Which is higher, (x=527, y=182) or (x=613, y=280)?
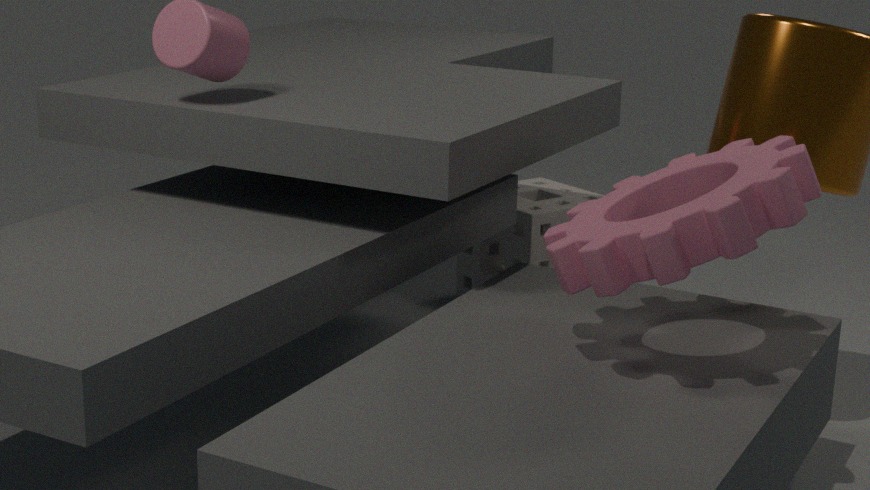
(x=613, y=280)
